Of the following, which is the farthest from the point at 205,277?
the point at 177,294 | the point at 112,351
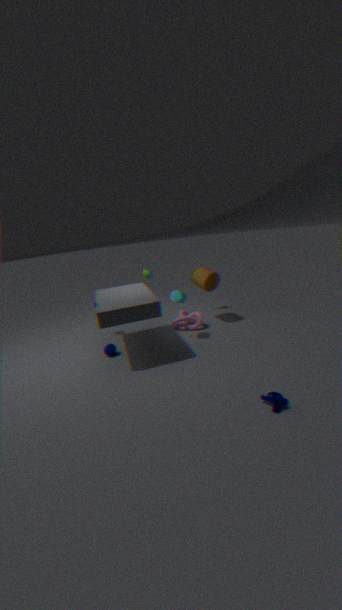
the point at 112,351
